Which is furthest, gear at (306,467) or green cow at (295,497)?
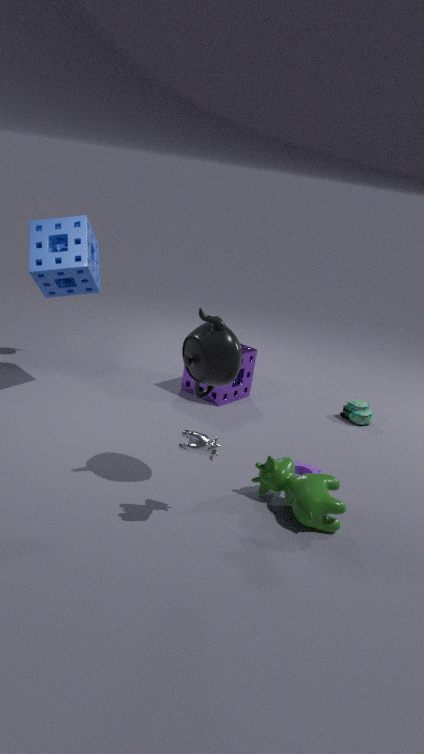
gear at (306,467)
